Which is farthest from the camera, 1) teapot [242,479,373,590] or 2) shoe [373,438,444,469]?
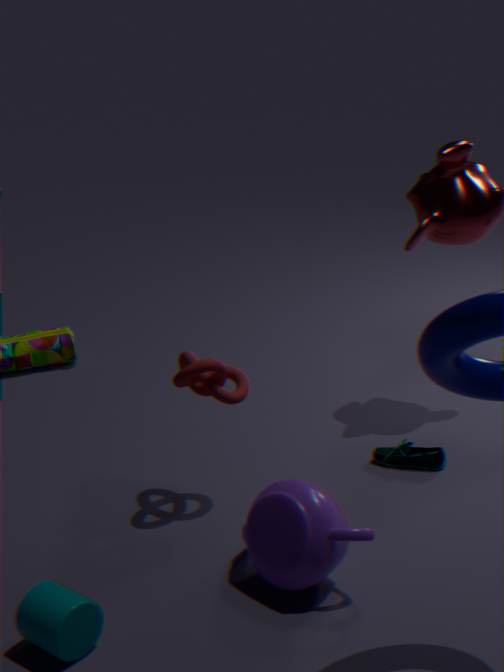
2. shoe [373,438,444,469]
